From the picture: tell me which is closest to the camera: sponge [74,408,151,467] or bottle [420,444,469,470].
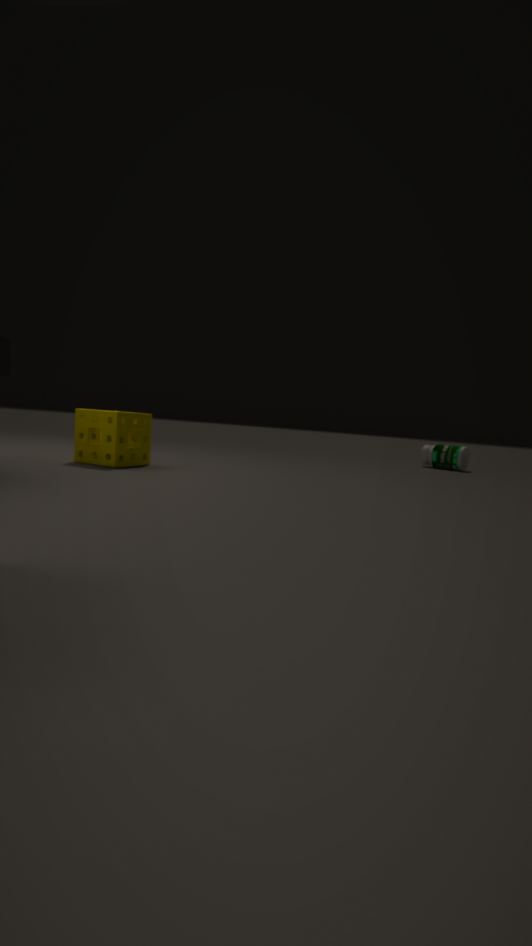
sponge [74,408,151,467]
